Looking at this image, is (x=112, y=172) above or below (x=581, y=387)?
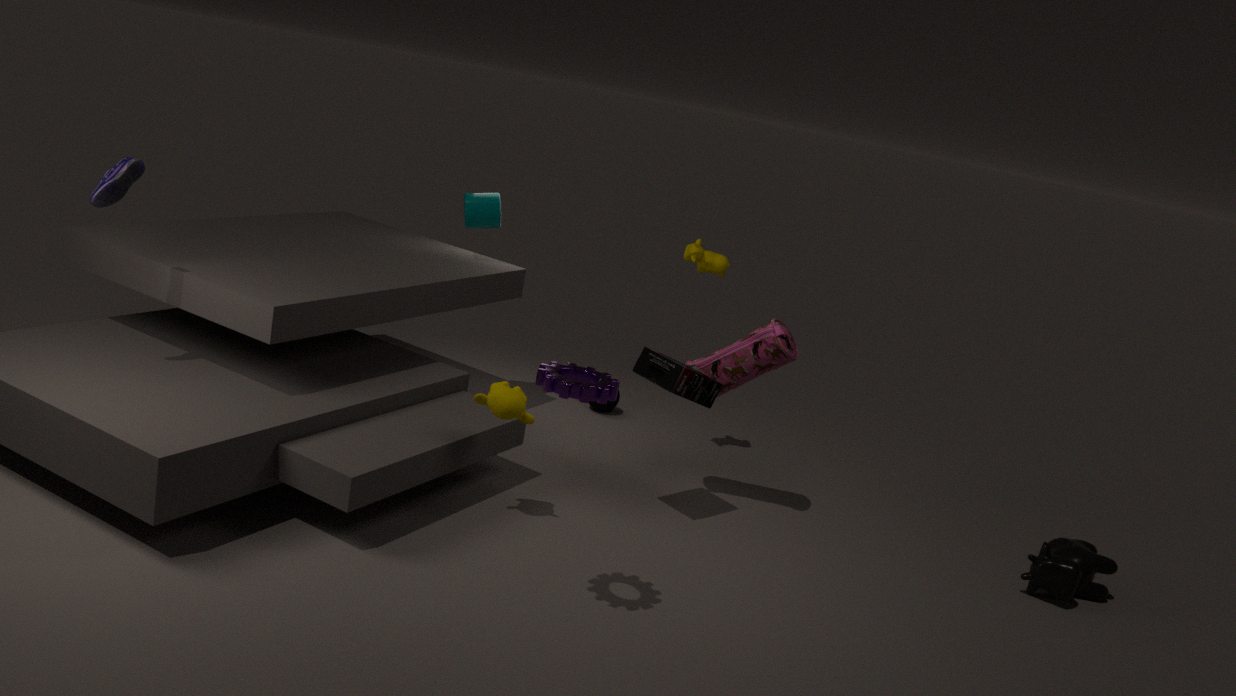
above
